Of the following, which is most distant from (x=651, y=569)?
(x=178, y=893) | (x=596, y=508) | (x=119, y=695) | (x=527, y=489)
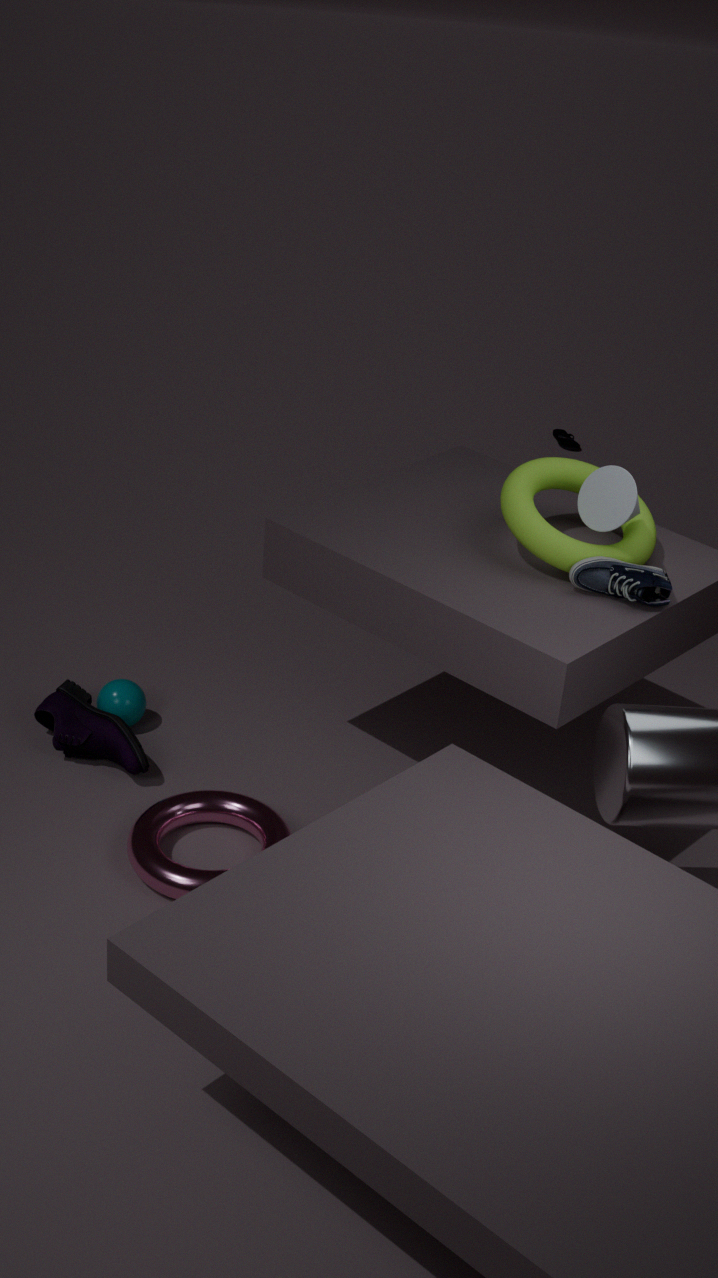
(x=119, y=695)
